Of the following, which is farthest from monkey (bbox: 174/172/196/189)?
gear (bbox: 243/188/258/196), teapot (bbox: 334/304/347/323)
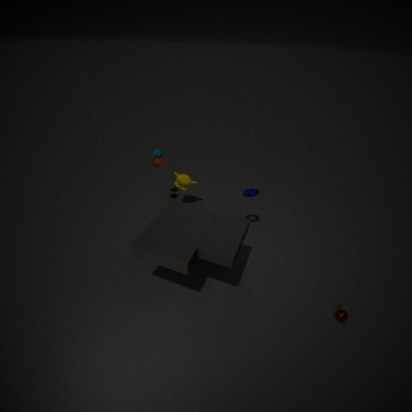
teapot (bbox: 334/304/347/323)
